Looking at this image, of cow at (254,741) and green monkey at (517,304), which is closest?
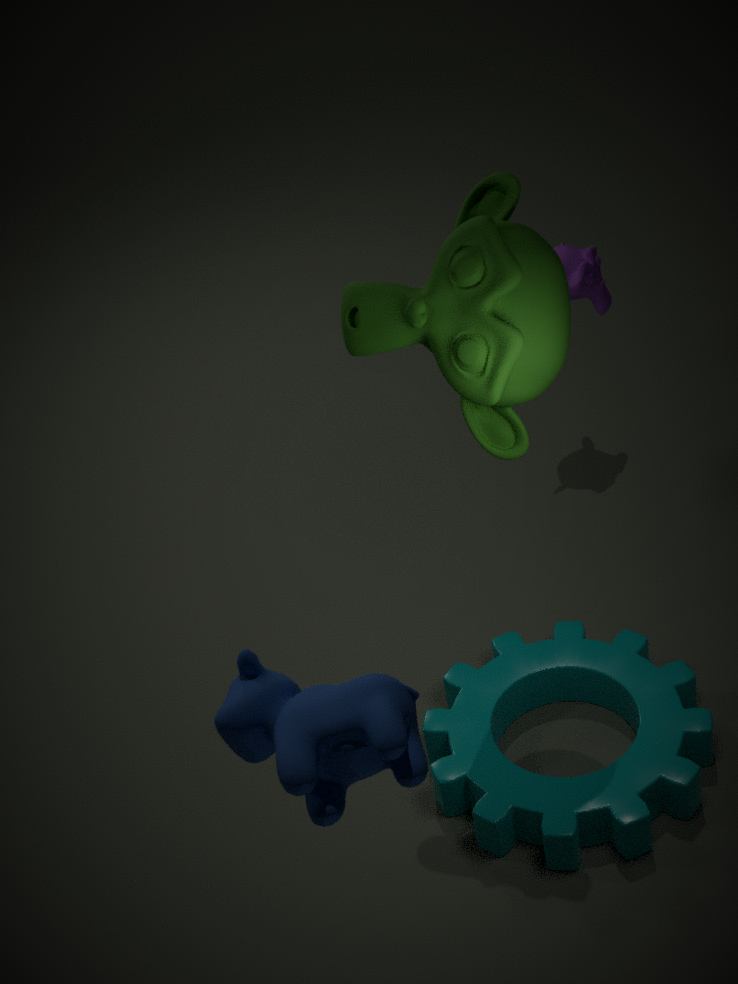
cow at (254,741)
